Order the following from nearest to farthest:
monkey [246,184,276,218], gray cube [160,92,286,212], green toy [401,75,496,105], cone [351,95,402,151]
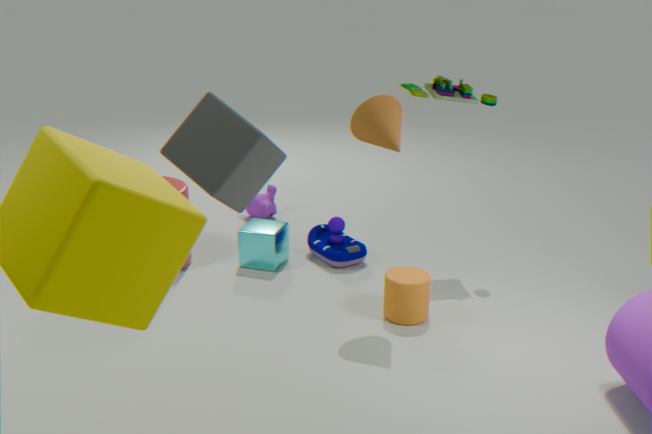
gray cube [160,92,286,212] < cone [351,95,402,151] < green toy [401,75,496,105] < monkey [246,184,276,218]
